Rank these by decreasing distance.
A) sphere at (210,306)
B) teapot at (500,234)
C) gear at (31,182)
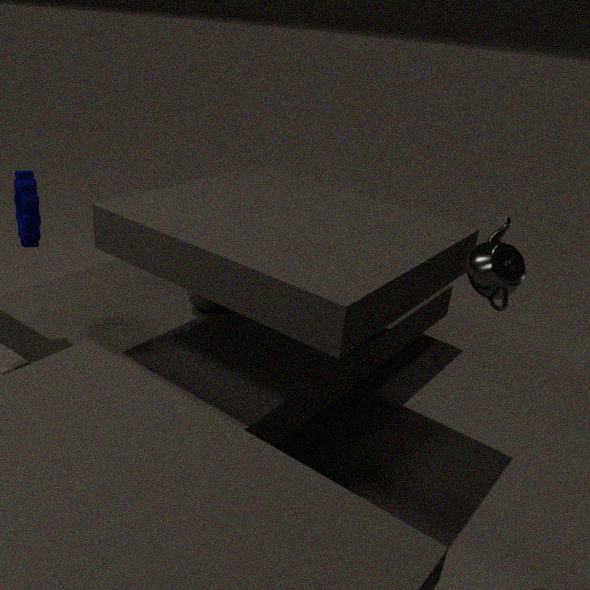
1. sphere at (210,306)
2. gear at (31,182)
3. teapot at (500,234)
